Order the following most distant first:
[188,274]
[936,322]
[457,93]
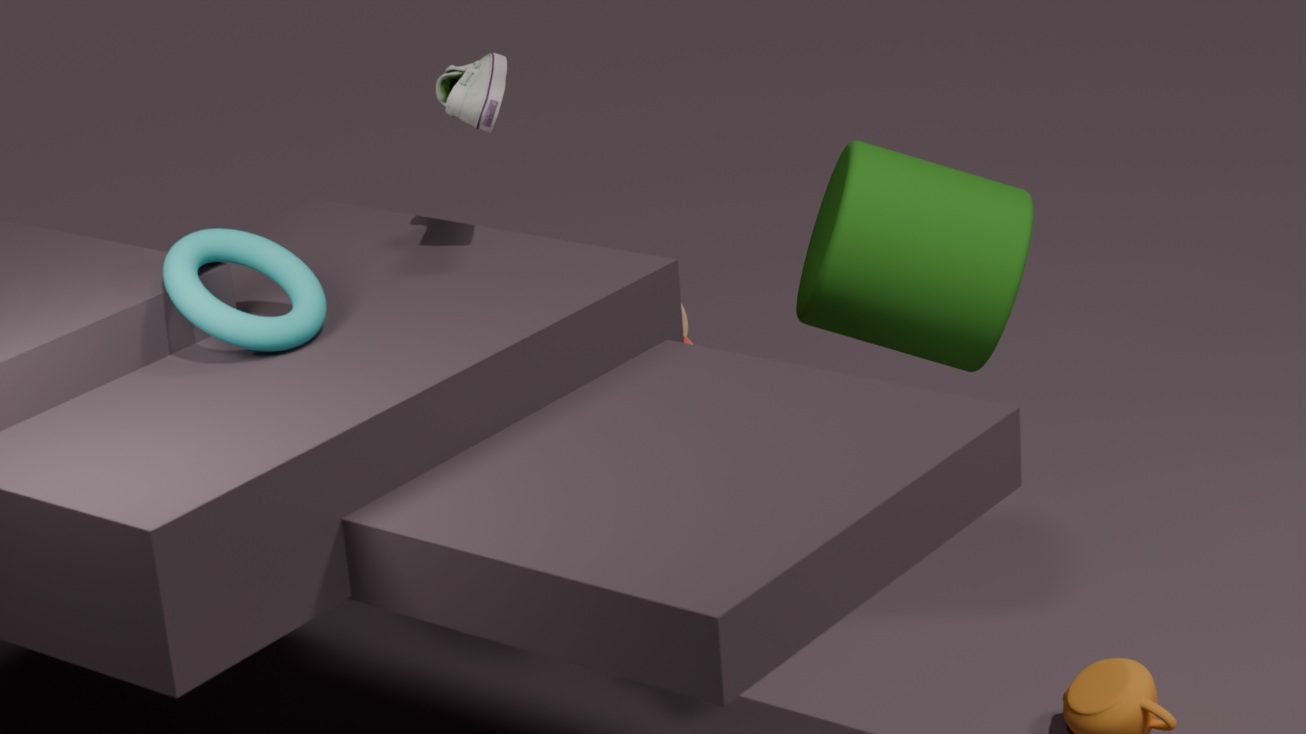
[936,322], [457,93], [188,274]
